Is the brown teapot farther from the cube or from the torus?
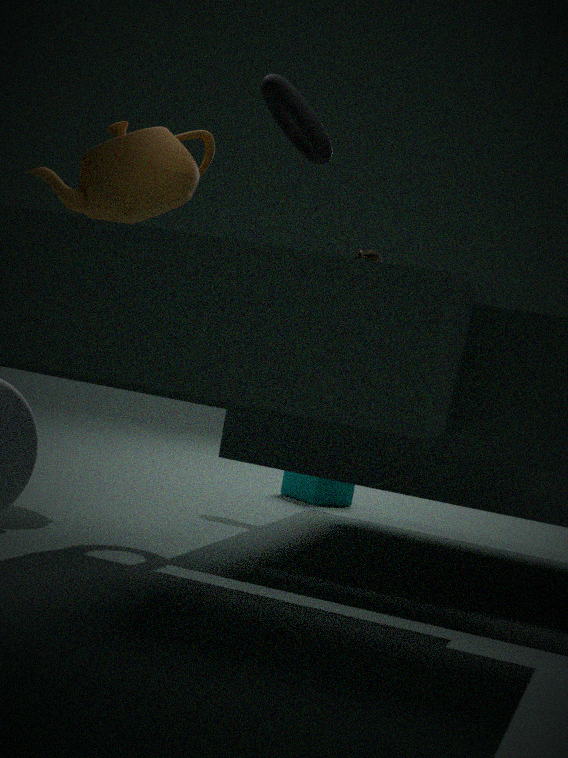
the cube
